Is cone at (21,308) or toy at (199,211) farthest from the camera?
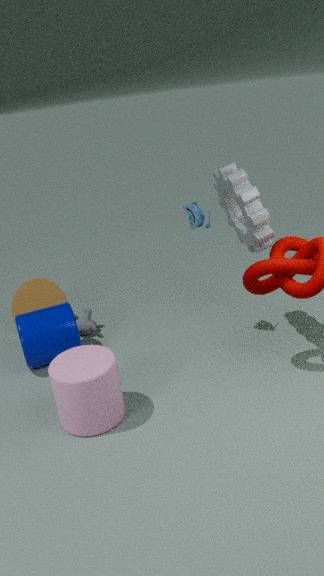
cone at (21,308)
